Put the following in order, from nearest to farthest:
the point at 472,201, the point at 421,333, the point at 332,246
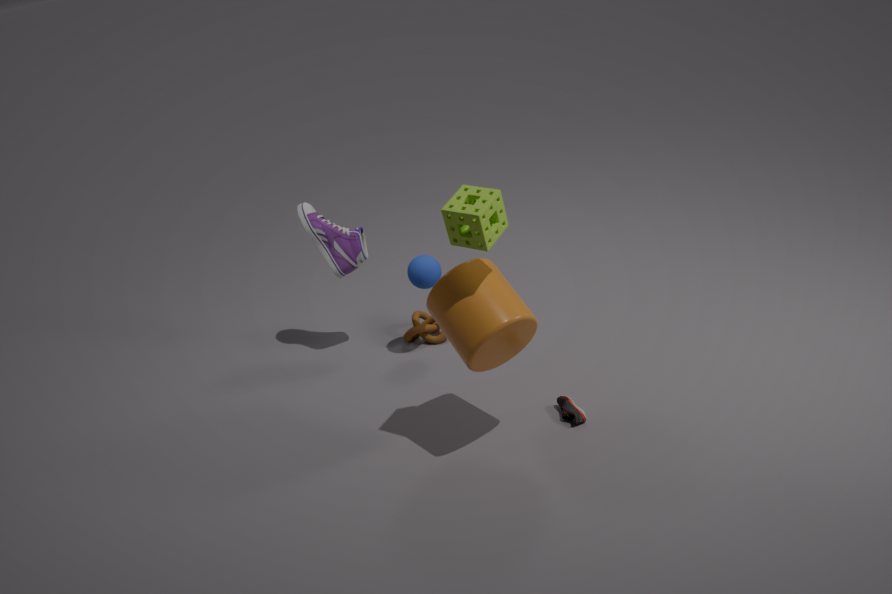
the point at 472,201 → the point at 332,246 → the point at 421,333
